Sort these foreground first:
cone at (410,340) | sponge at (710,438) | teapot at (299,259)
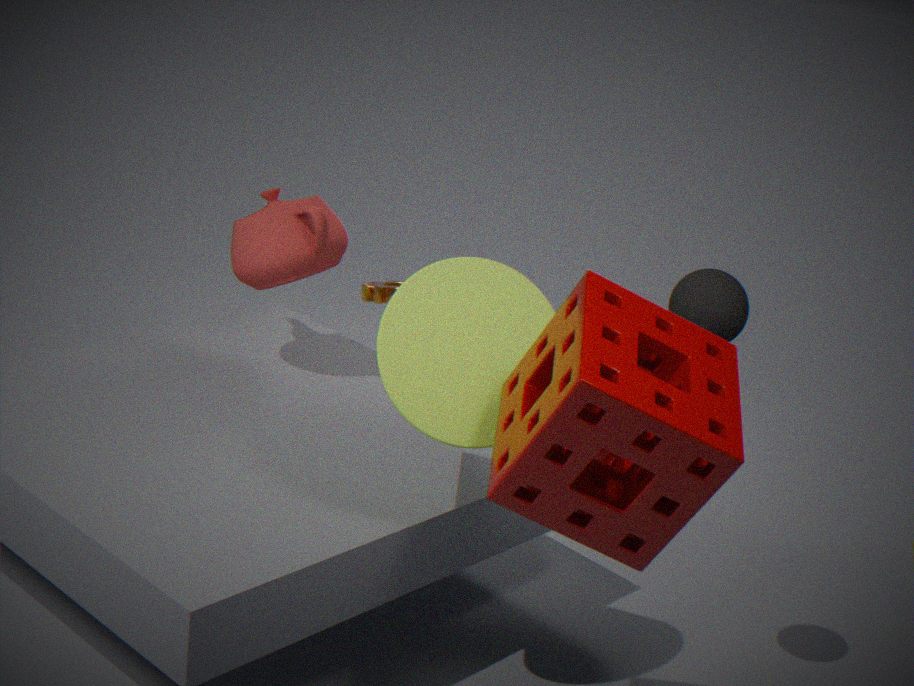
sponge at (710,438), cone at (410,340), teapot at (299,259)
